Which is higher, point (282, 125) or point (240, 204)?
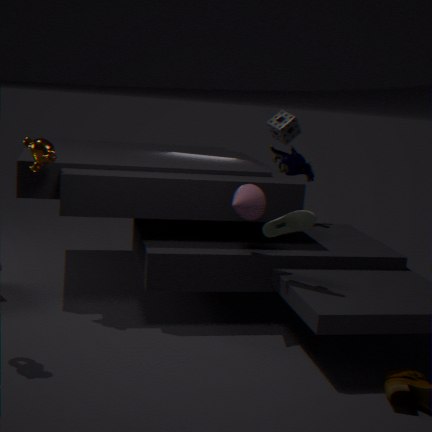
point (282, 125)
